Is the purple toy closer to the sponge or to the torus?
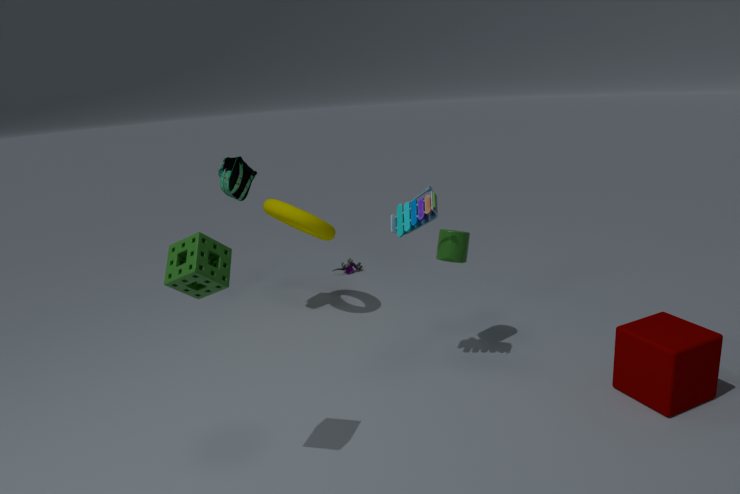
the torus
